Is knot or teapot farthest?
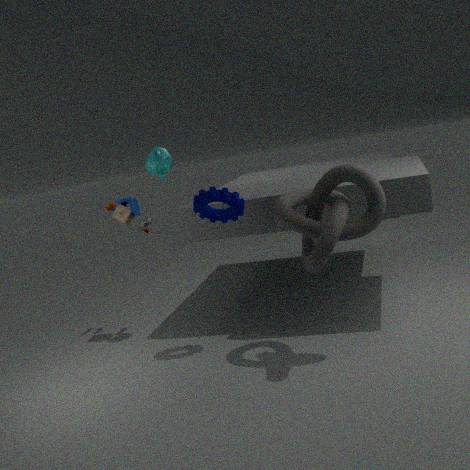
teapot
